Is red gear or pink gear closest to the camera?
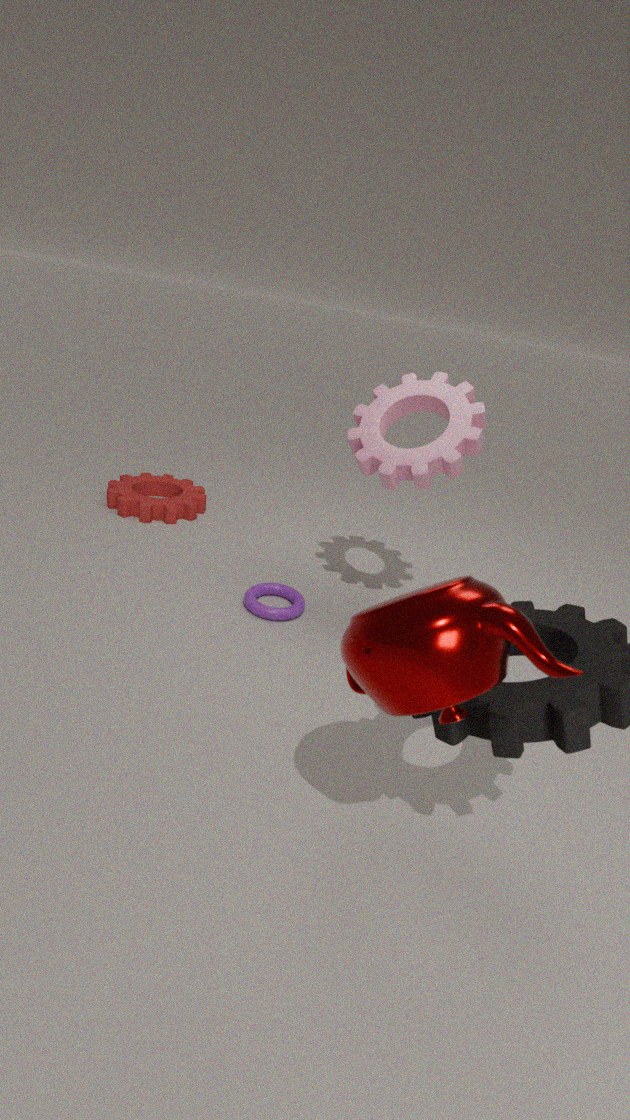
pink gear
